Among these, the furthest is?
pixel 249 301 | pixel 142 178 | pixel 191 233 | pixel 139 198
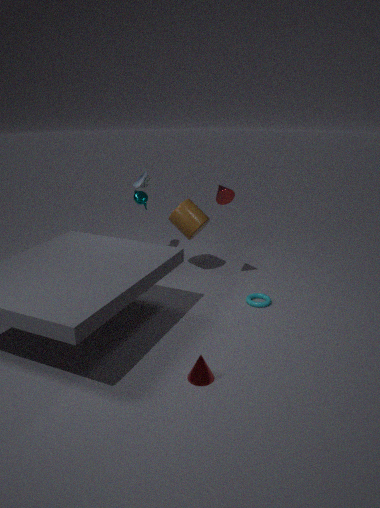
pixel 142 178
